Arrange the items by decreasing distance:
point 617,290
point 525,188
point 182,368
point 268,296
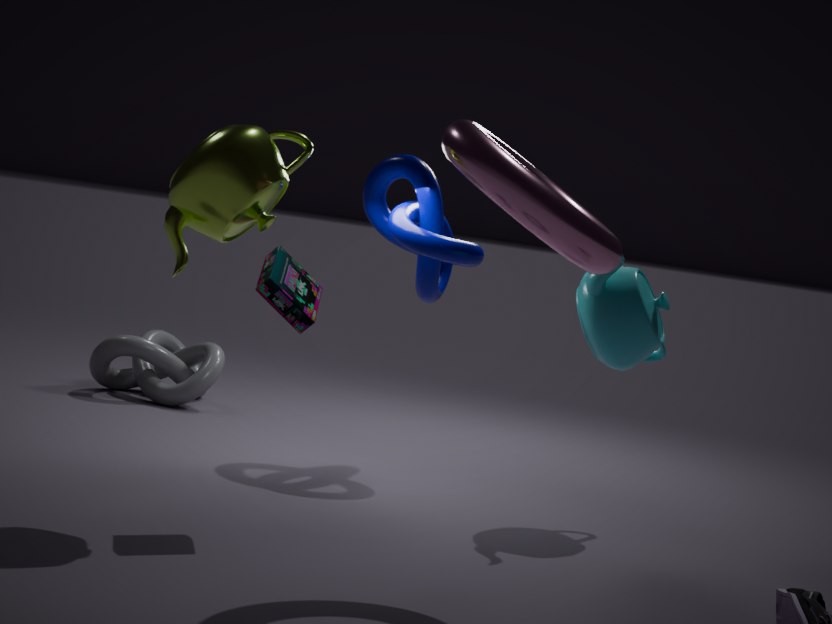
point 182,368, point 617,290, point 268,296, point 525,188
